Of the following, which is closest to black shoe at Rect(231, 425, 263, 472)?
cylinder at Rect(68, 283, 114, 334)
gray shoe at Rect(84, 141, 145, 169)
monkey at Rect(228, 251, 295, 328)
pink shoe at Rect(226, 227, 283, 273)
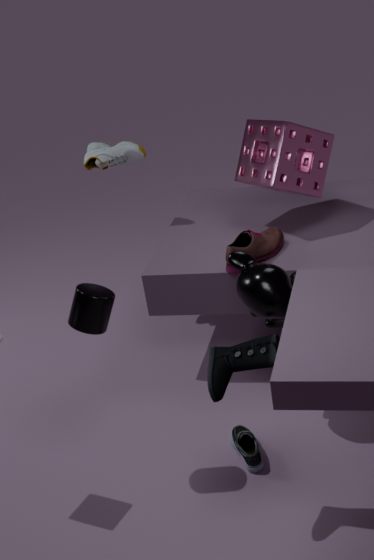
monkey at Rect(228, 251, 295, 328)
